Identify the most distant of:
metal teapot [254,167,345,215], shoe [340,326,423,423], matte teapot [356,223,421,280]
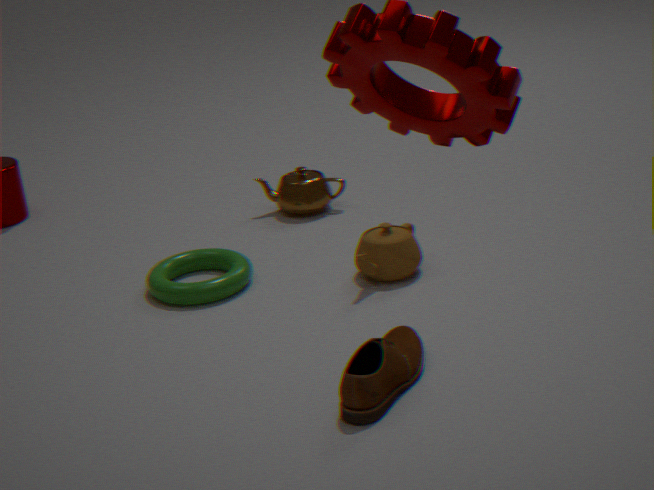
metal teapot [254,167,345,215]
